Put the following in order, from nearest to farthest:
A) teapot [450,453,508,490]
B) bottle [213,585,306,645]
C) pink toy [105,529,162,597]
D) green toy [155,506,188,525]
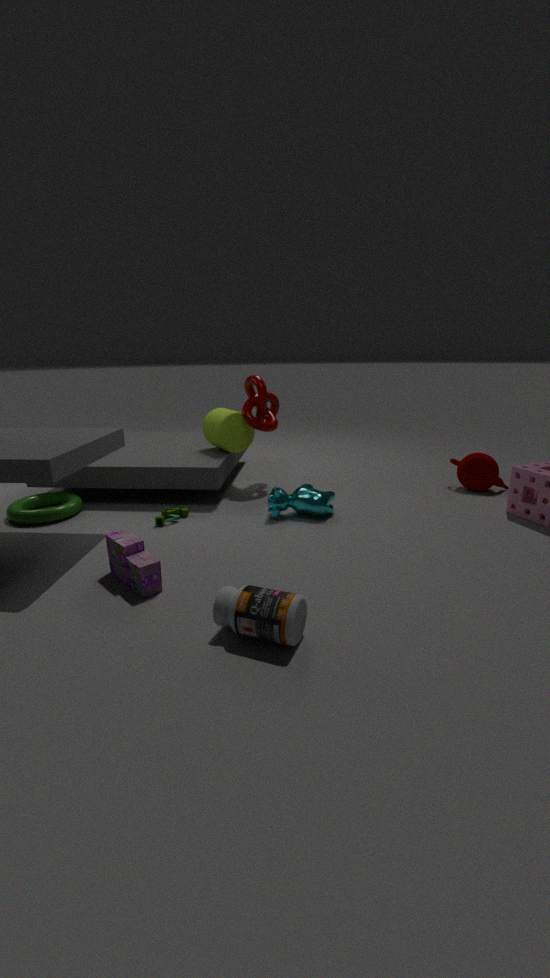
bottle [213,585,306,645]
pink toy [105,529,162,597]
green toy [155,506,188,525]
teapot [450,453,508,490]
